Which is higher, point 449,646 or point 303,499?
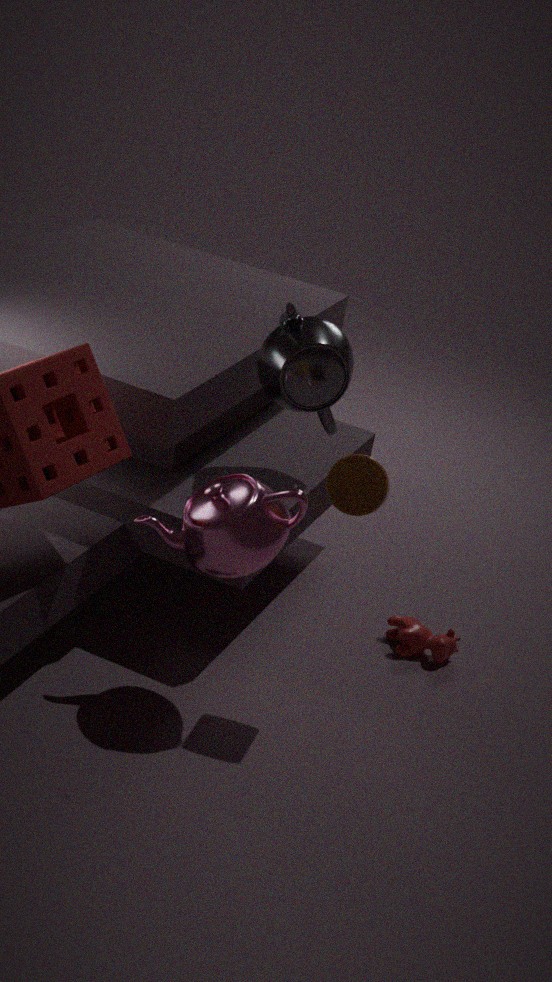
point 303,499
